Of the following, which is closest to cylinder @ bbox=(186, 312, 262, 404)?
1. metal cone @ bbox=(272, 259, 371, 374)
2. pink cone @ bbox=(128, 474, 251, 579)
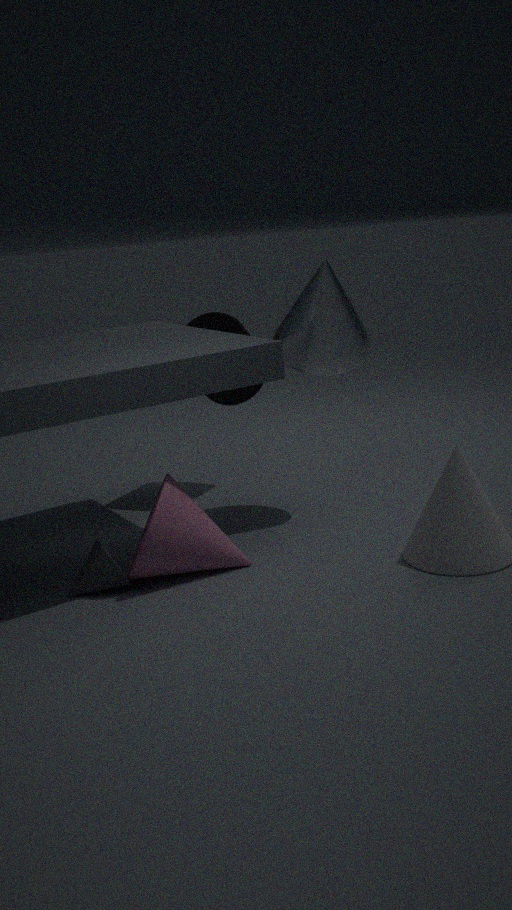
metal cone @ bbox=(272, 259, 371, 374)
